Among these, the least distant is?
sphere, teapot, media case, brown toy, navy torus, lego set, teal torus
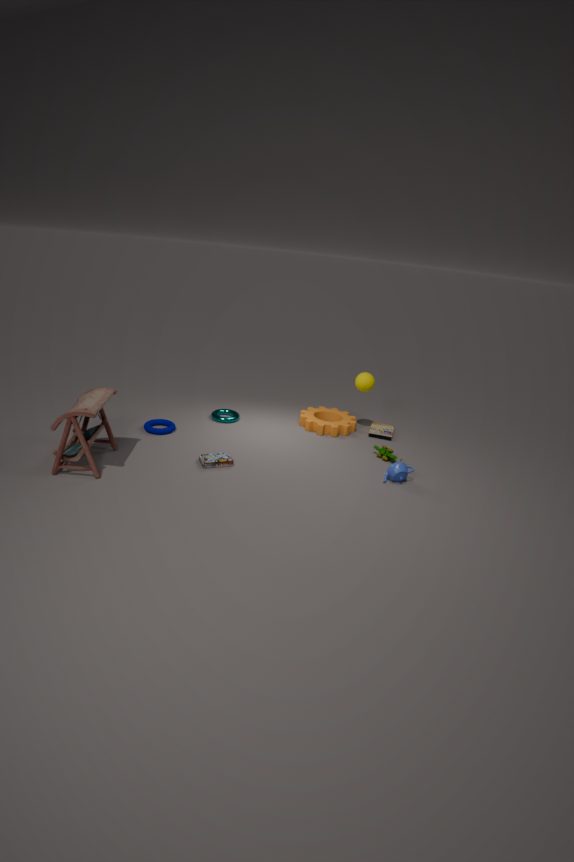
brown toy
